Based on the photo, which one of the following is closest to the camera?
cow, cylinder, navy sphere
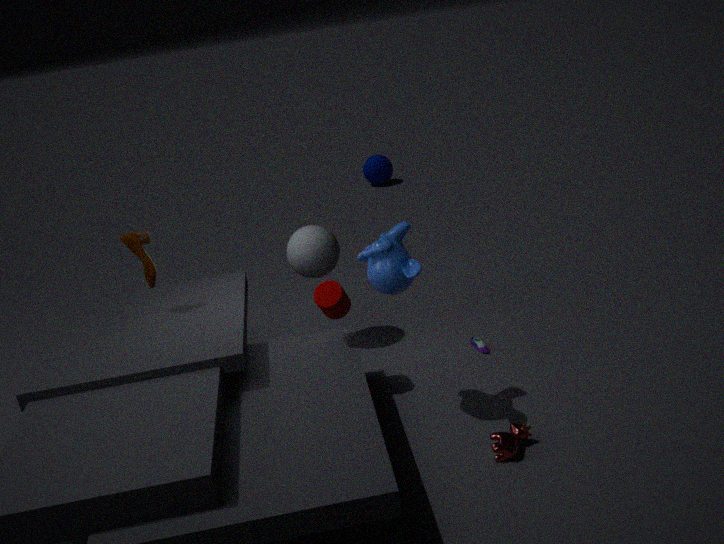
cow
